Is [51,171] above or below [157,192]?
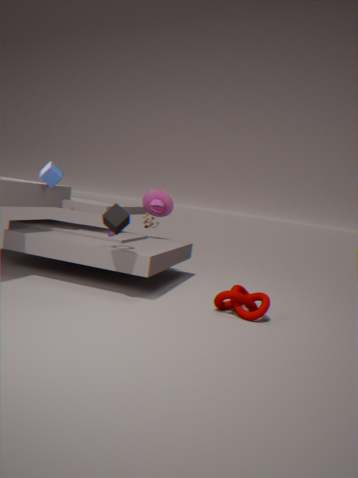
above
